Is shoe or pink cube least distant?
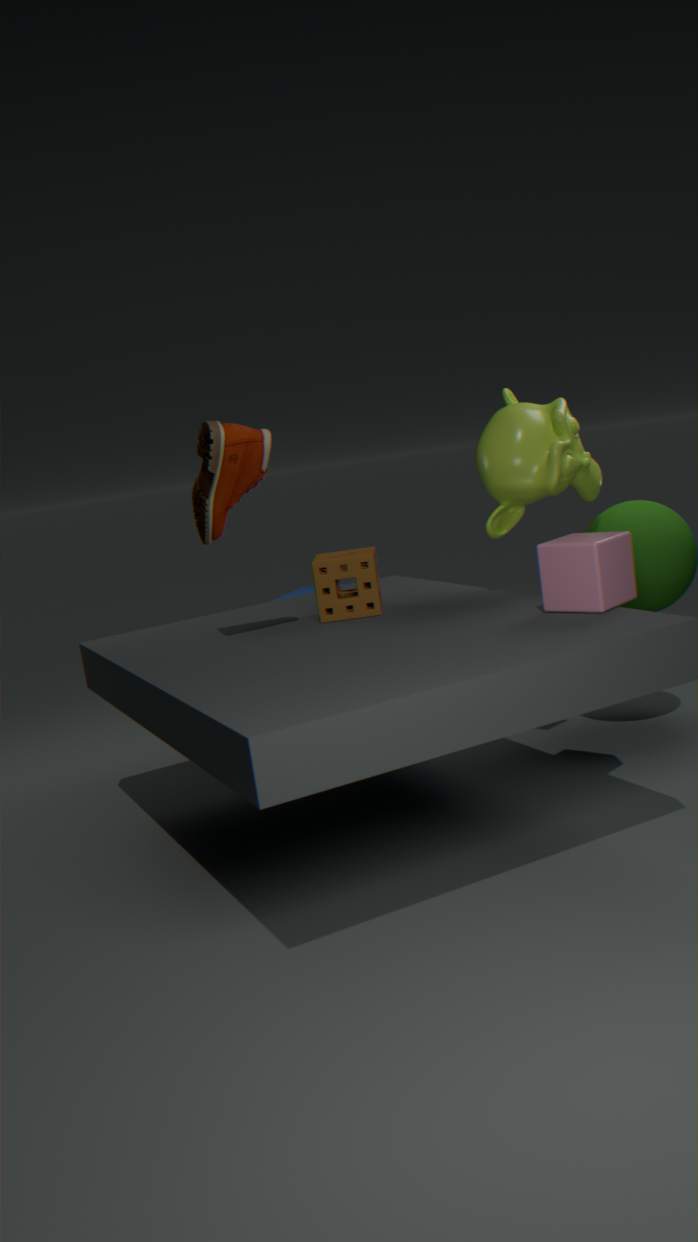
pink cube
